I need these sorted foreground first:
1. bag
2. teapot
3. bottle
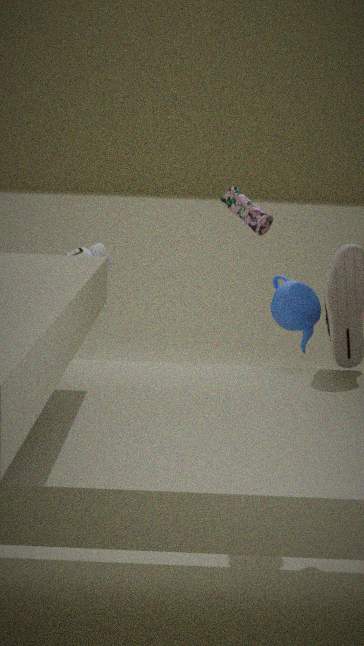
1. teapot
2. bottle
3. bag
